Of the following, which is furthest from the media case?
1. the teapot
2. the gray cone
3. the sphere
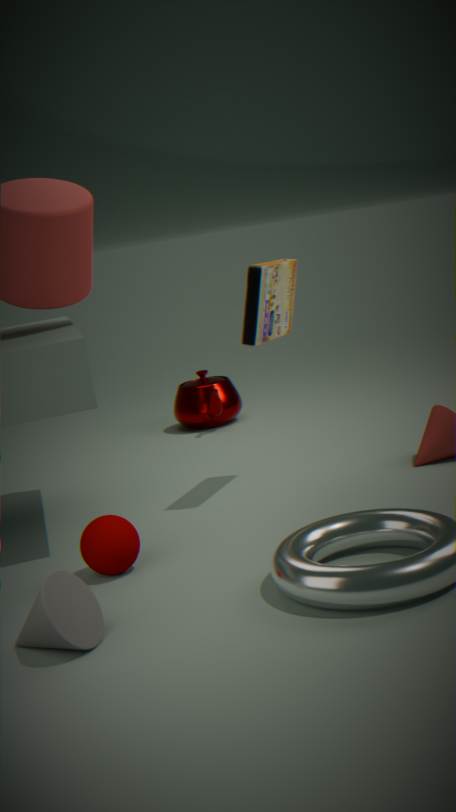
the gray cone
